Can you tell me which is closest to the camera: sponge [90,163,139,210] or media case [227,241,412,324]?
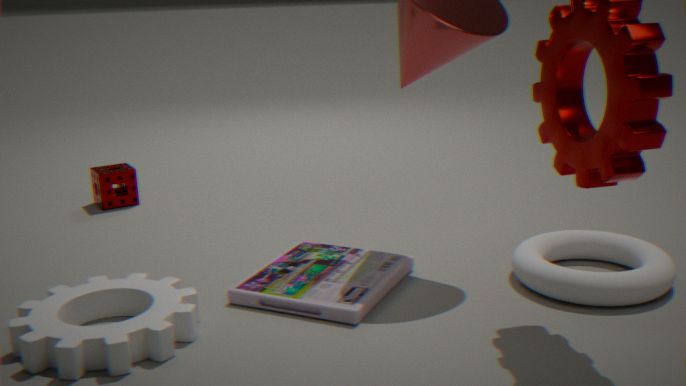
media case [227,241,412,324]
